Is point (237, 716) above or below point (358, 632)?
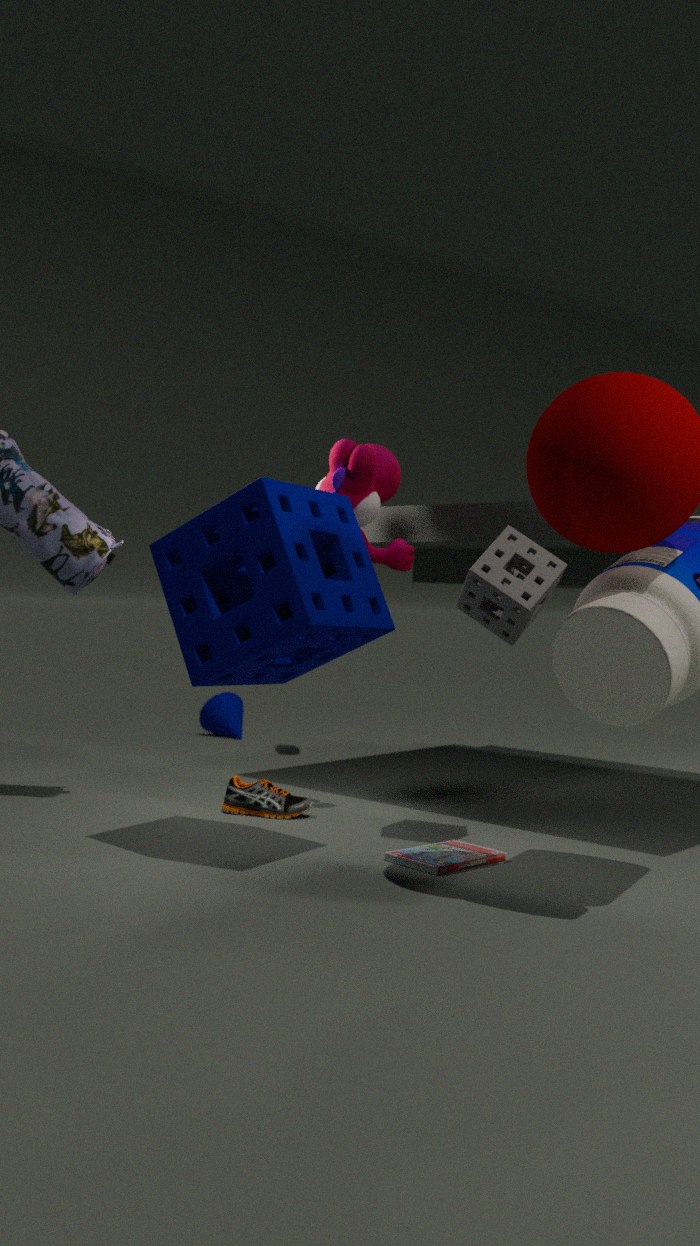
below
